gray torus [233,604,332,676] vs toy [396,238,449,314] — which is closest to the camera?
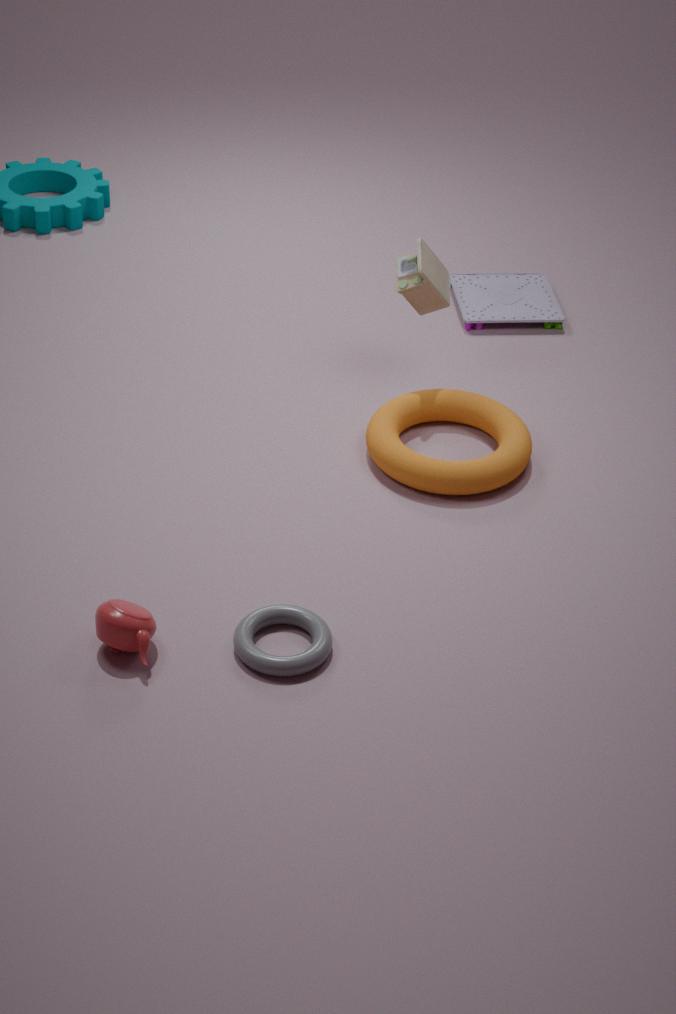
gray torus [233,604,332,676]
